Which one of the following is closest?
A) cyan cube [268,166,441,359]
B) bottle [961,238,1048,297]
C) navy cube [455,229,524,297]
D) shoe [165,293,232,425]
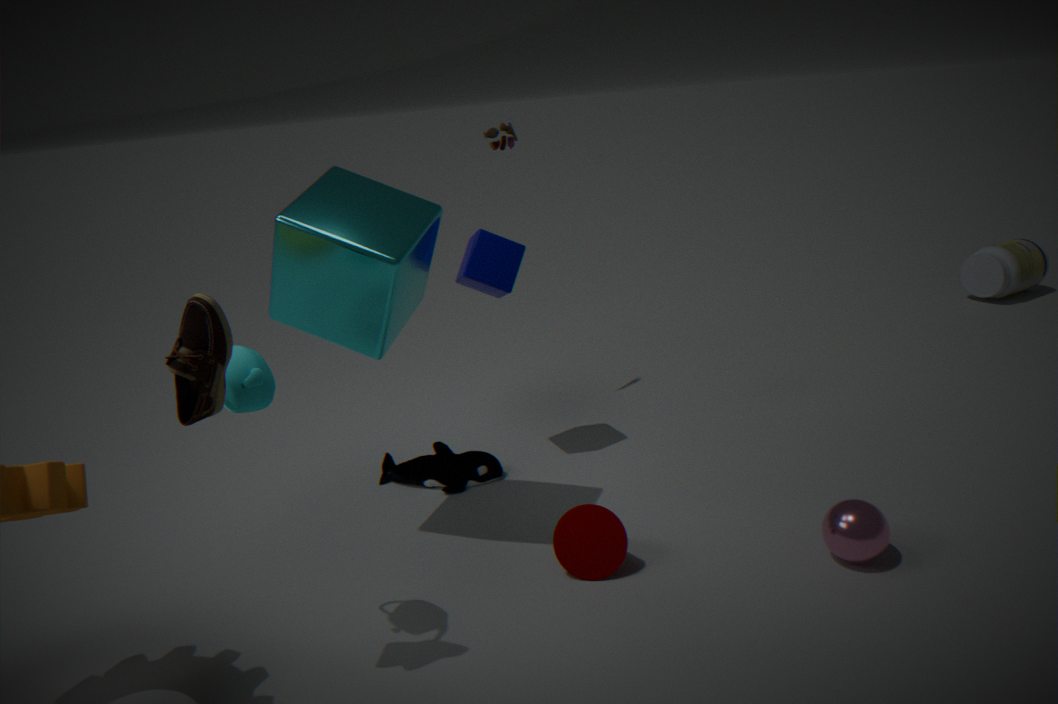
shoe [165,293,232,425]
